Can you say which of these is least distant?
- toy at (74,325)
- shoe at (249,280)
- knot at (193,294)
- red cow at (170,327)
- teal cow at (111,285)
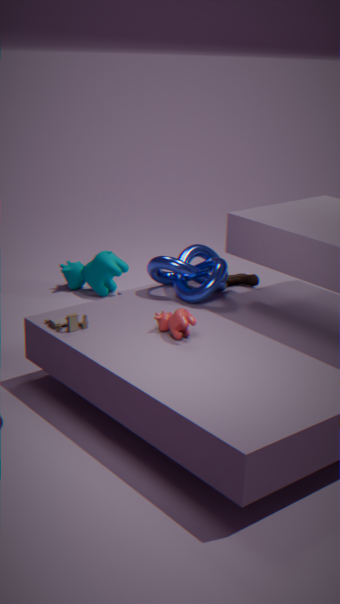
red cow at (170,327)
